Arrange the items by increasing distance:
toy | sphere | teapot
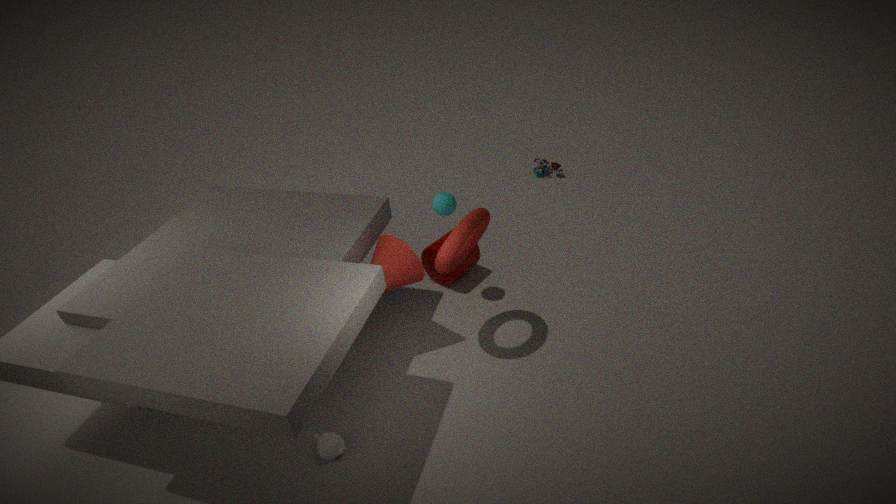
1. teapot
2. sphere
3. toy
